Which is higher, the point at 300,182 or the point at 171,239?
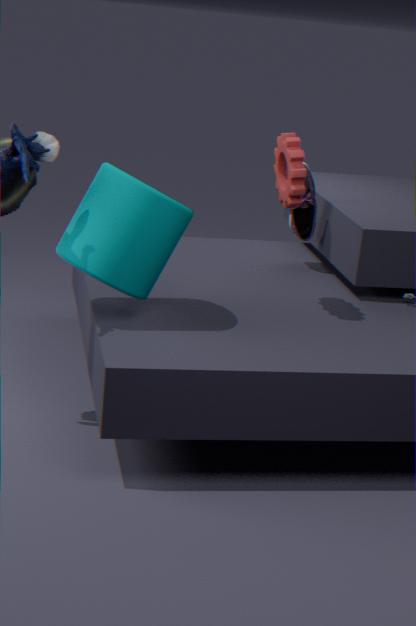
the point at 300,182
